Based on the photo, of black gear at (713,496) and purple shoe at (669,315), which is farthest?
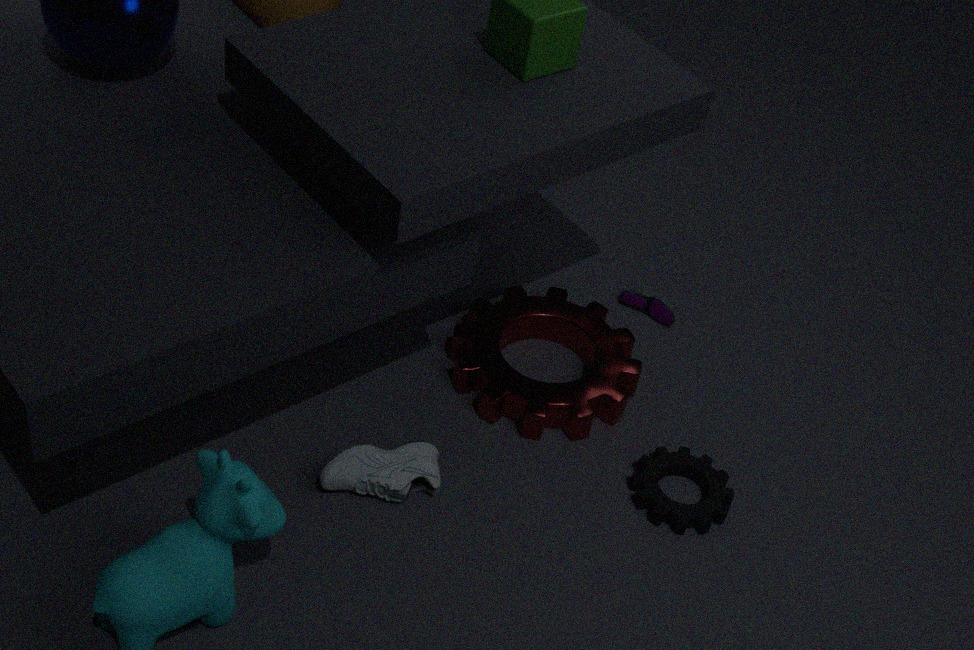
purple shoe at (669,315)
